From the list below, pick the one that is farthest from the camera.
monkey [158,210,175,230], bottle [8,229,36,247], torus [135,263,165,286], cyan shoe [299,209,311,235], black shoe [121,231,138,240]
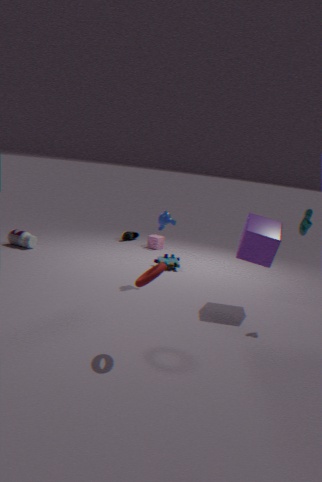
black shoe [121,231,138,240]
